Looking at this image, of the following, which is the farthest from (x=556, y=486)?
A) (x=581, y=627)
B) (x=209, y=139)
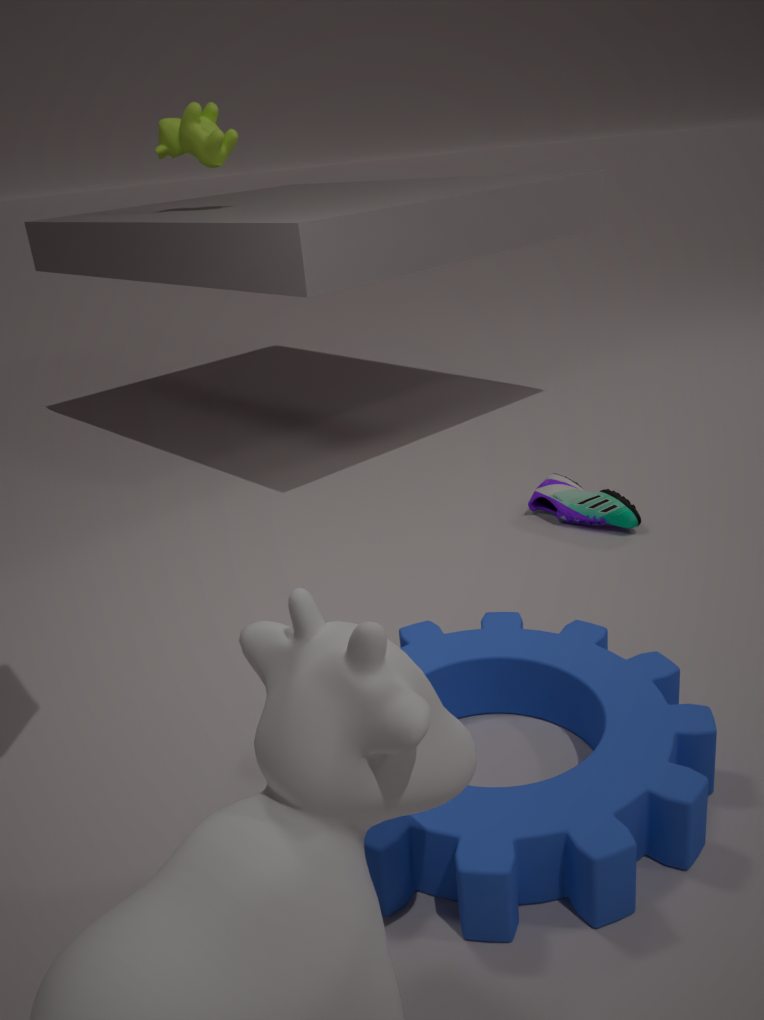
(x=209, y=139)
